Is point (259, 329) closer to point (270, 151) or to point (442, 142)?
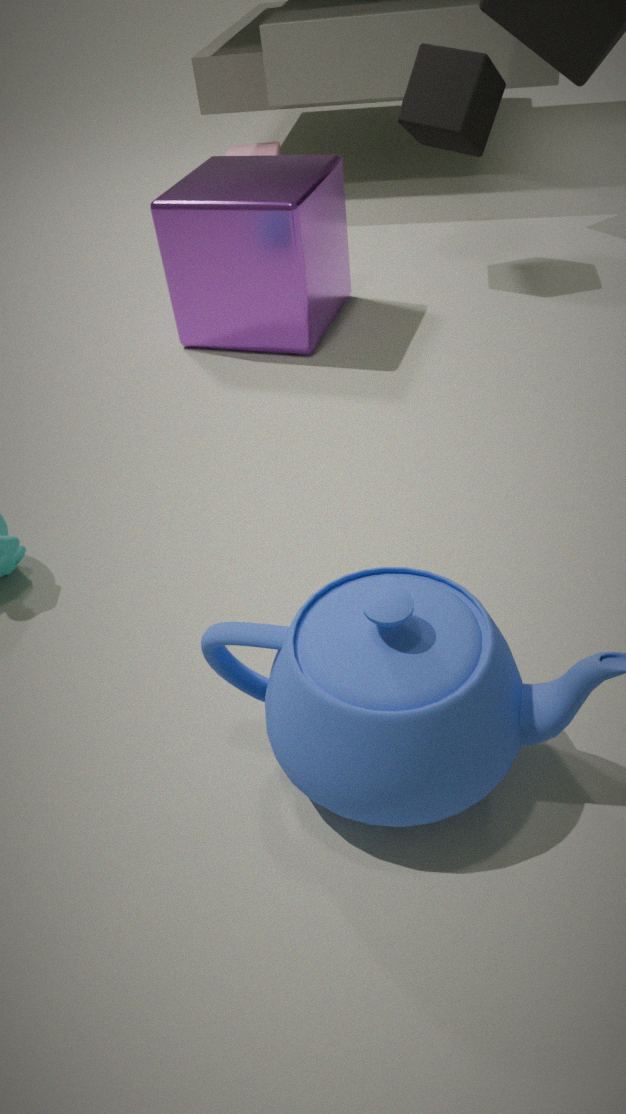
point (442, 142)
